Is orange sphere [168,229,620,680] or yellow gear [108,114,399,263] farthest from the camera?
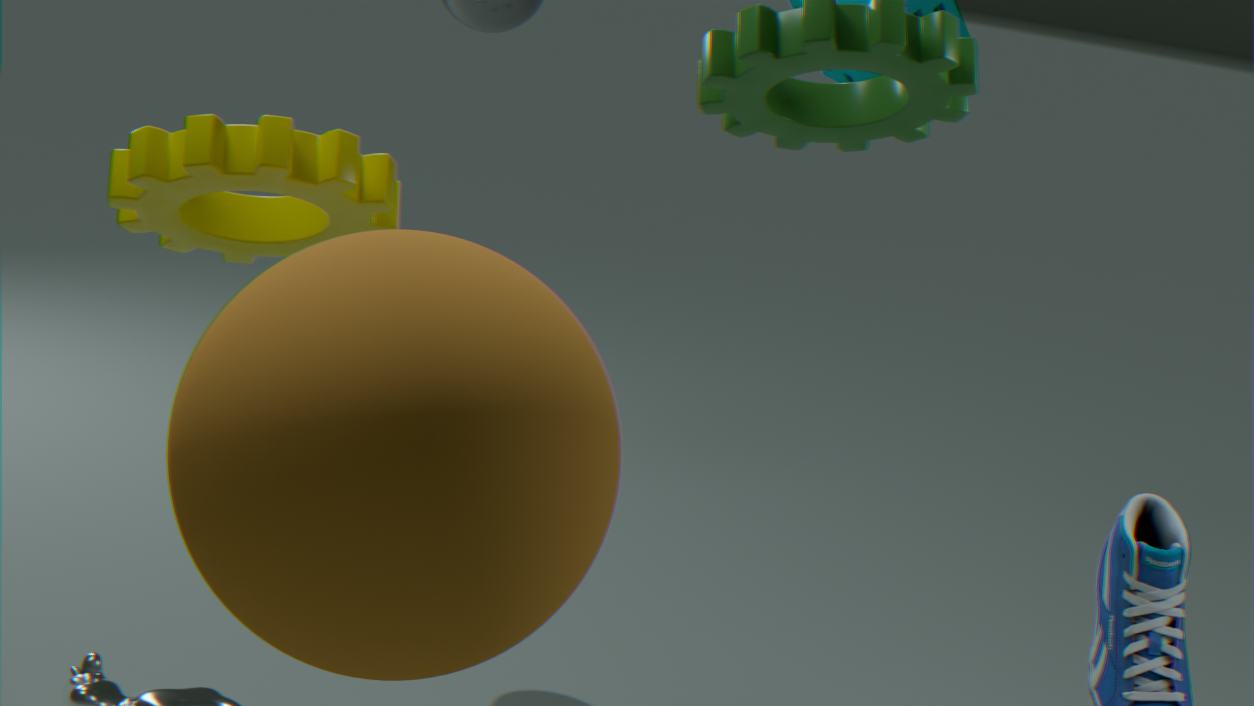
yellow gear [108,114,399,263]
